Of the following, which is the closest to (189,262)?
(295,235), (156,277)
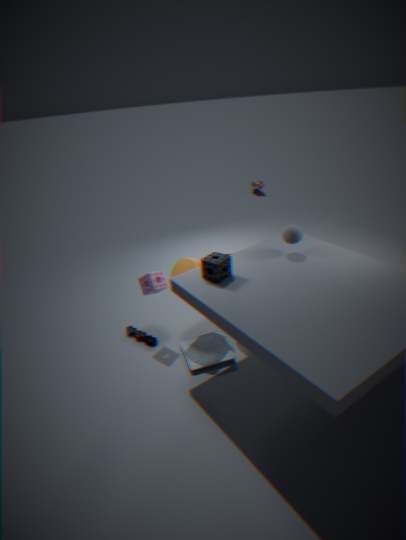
(156,277)
